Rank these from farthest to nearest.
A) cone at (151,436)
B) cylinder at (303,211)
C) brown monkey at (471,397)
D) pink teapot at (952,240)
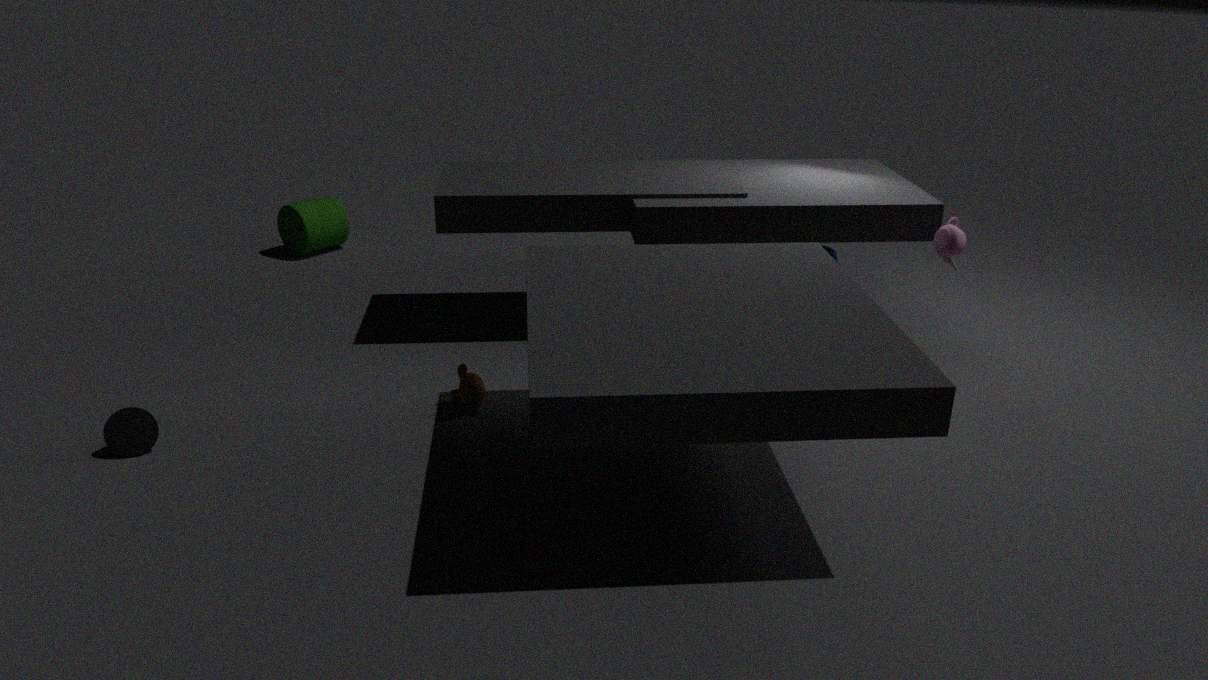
cylinder at (303,211), pink teapot at (952,240), brown monkey at (471,397), cone at (151,436)
